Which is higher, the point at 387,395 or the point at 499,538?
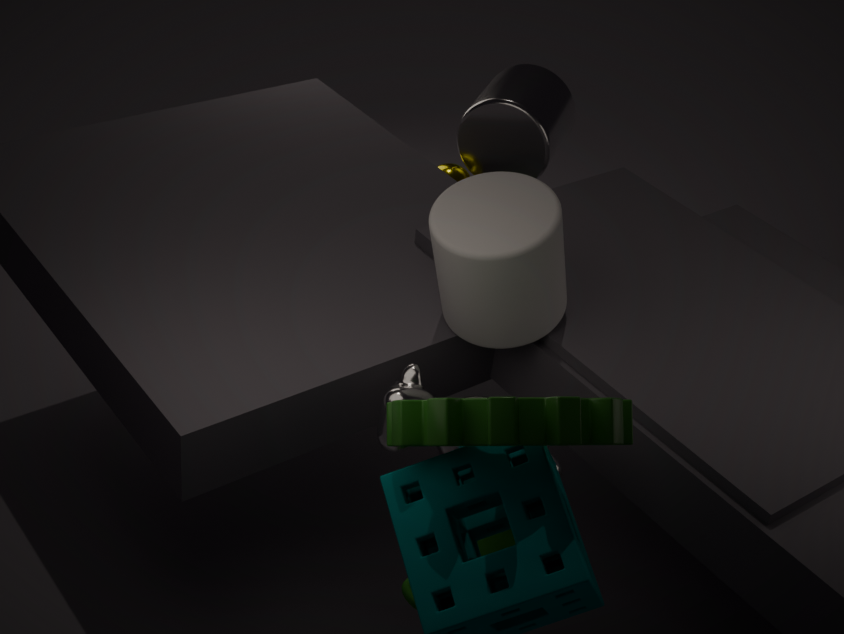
the point at 387,395
